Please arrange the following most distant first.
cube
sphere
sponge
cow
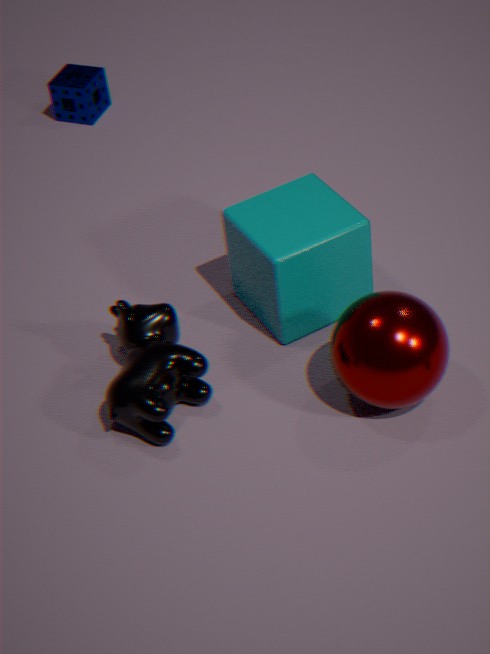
sponge, cube, cow, sphere
